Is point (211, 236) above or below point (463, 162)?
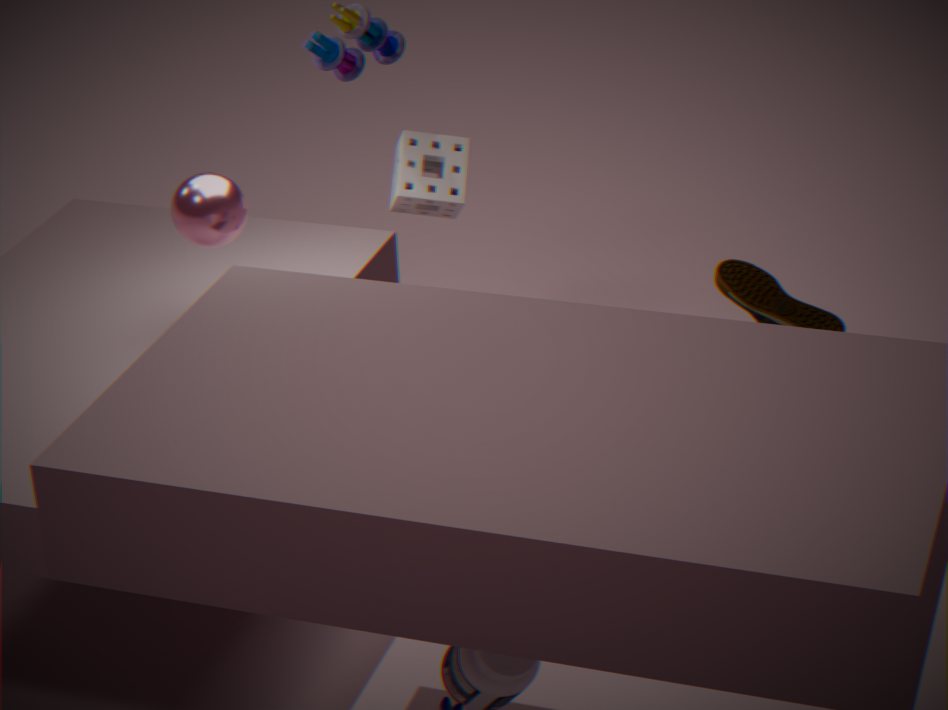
above
